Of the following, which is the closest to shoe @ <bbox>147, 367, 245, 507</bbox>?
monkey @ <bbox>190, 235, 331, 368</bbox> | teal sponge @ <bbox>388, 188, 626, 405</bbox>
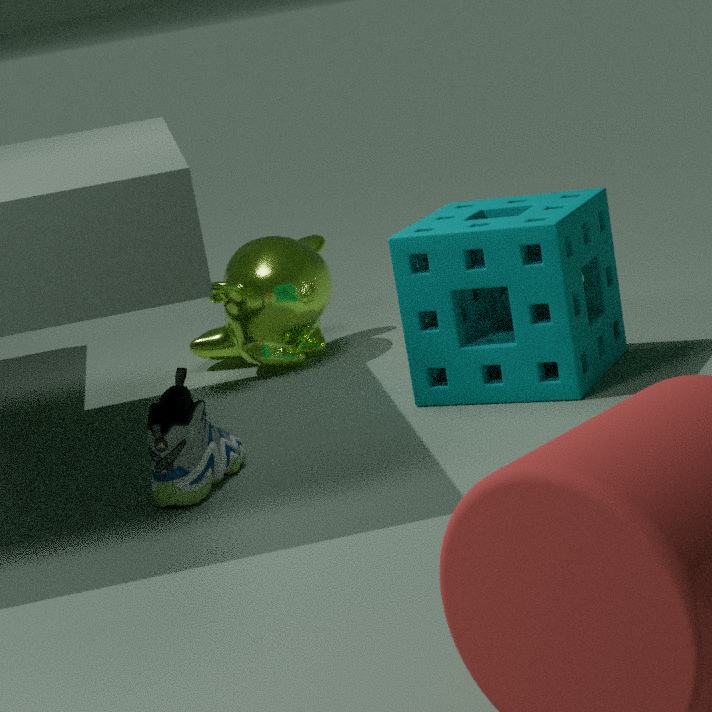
teal sponge @ <bbox>388, 188, 626, 405</bbox>
